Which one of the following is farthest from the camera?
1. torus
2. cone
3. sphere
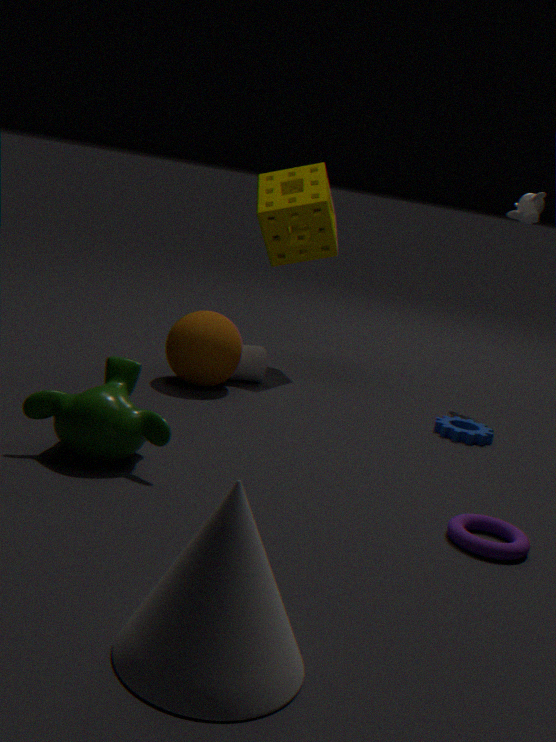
sphere
